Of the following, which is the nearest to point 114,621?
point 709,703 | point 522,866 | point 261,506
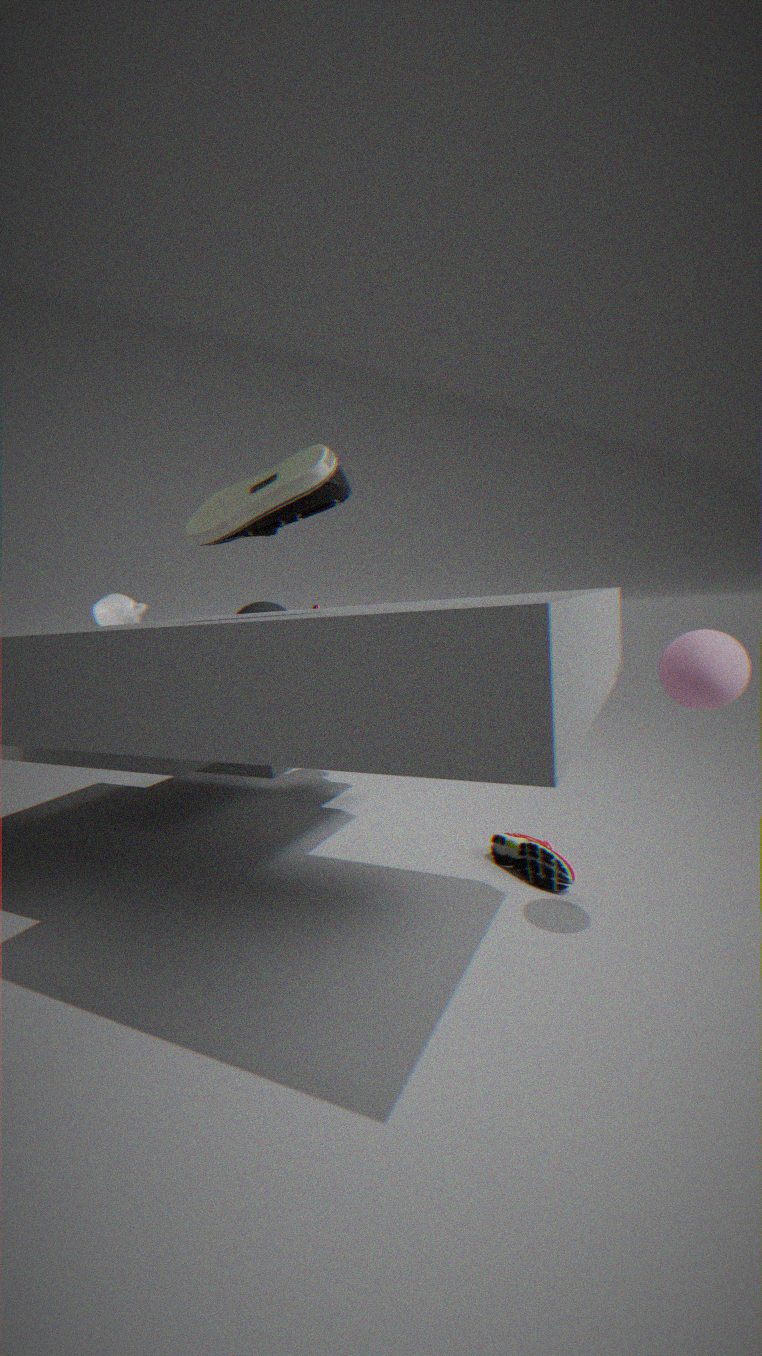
point 261,506
